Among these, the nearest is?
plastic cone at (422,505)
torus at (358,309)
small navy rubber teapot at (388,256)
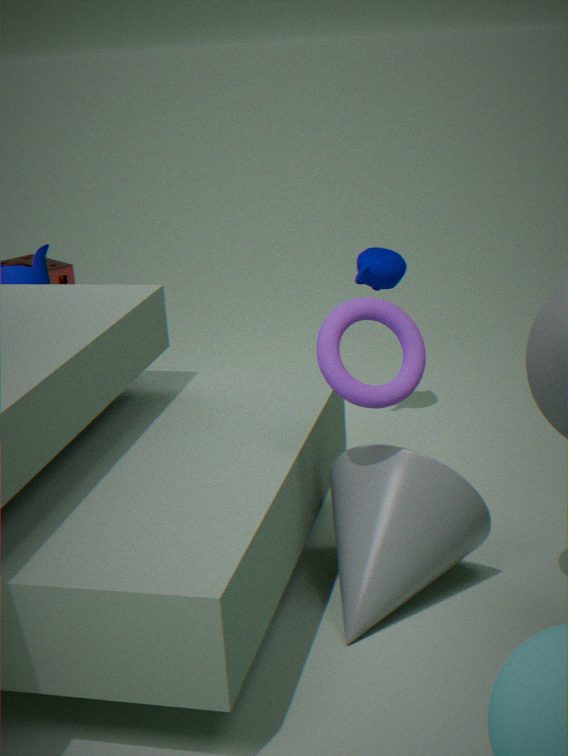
torus at (358,309)
